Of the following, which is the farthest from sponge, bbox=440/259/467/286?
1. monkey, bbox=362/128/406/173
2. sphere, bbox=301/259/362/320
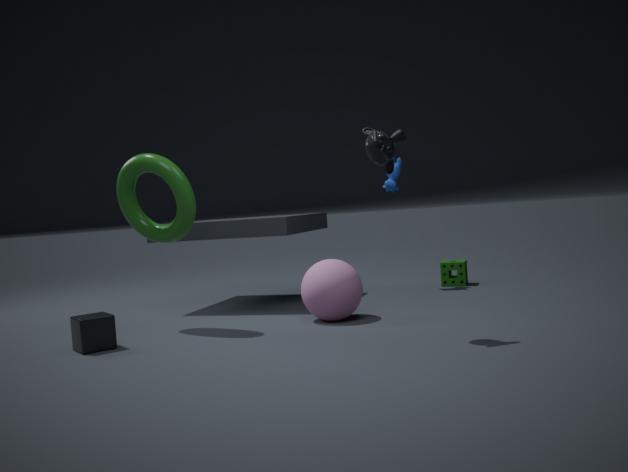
monkey, bbox=362/128/406/173
